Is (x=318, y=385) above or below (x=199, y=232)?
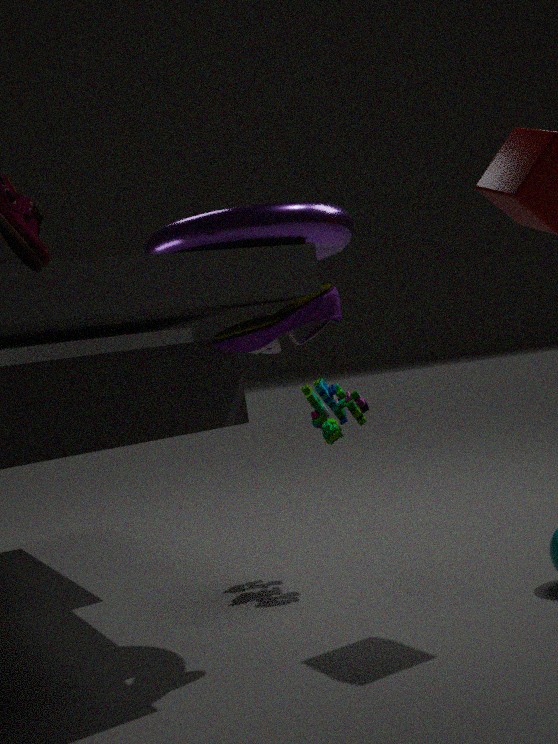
below
